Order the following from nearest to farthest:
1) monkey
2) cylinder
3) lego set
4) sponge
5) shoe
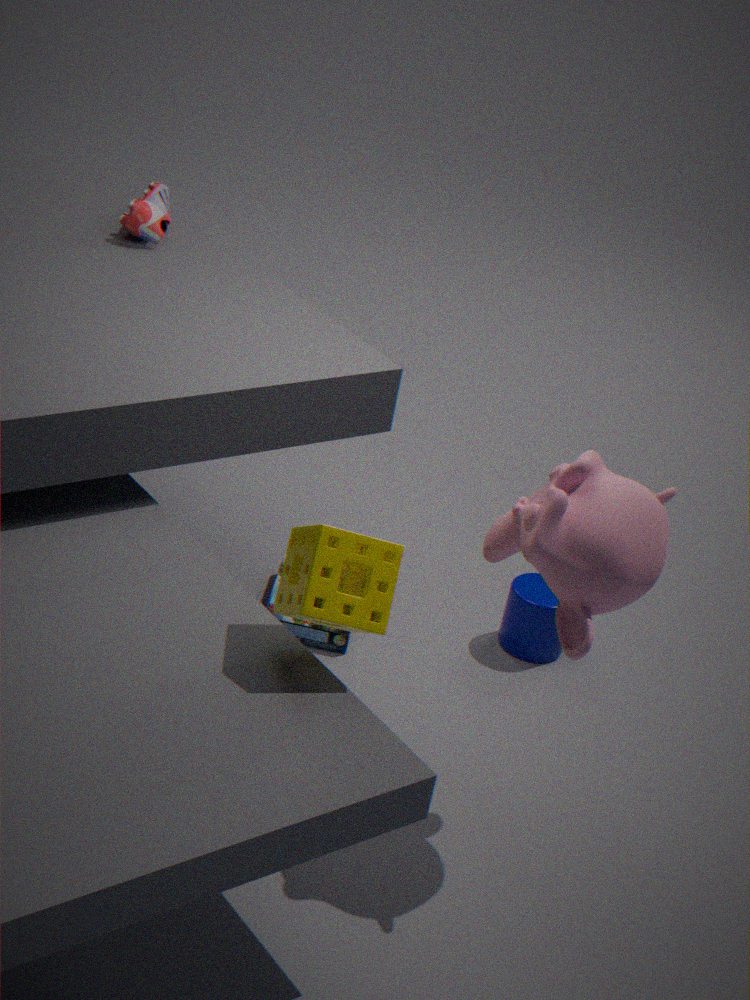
1. 4. sponge
2. 1. monkey
3. 3. lego set
4. 2. cylinder
5. 5. shoe
